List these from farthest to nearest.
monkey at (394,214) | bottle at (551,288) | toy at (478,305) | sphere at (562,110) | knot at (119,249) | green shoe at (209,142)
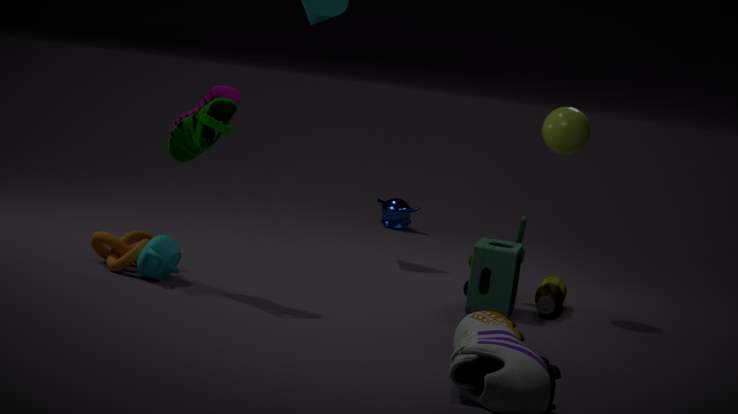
monkey at (394,214), bottle at (551,288), sphere at (562,110), toy at (478,305), knot at (119,249), green shoe at (209,142)
